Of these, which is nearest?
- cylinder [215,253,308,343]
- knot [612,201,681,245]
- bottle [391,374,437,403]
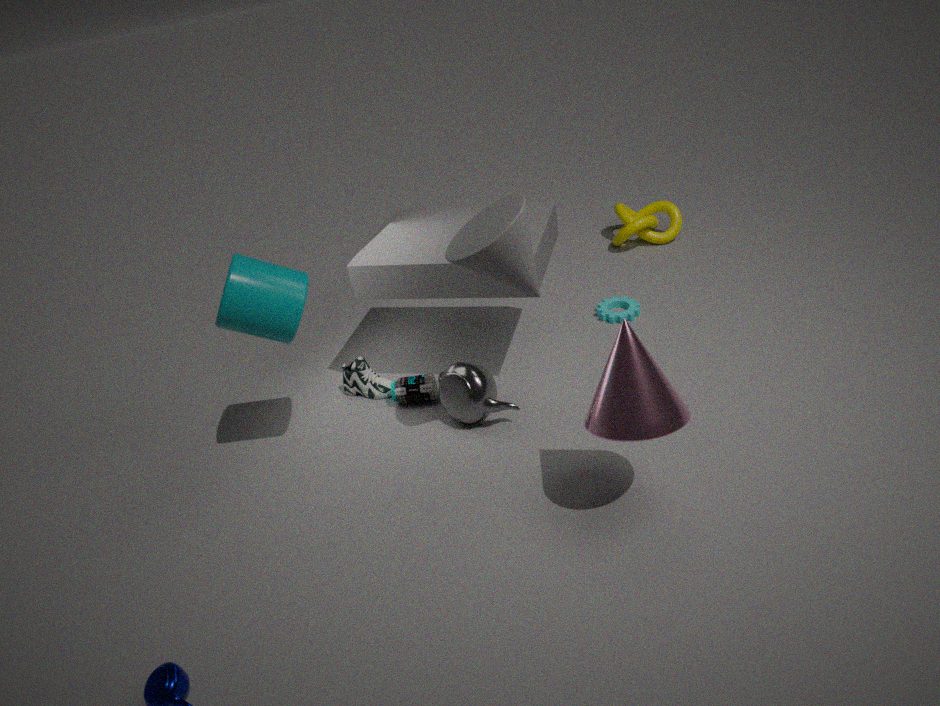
cylinder [215,253,308,343]
